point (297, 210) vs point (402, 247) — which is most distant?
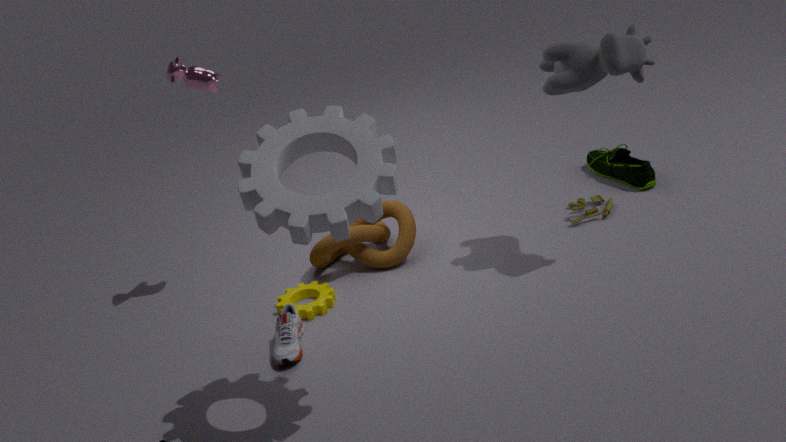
point (402, 247)
